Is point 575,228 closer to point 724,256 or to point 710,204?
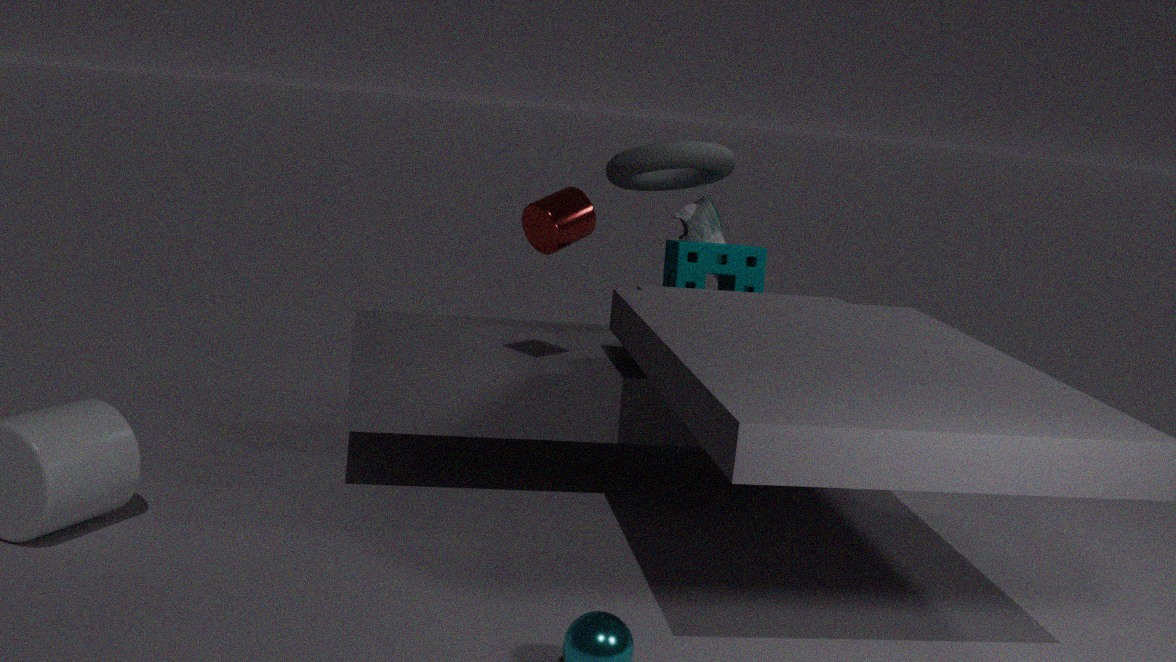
point 724,256
